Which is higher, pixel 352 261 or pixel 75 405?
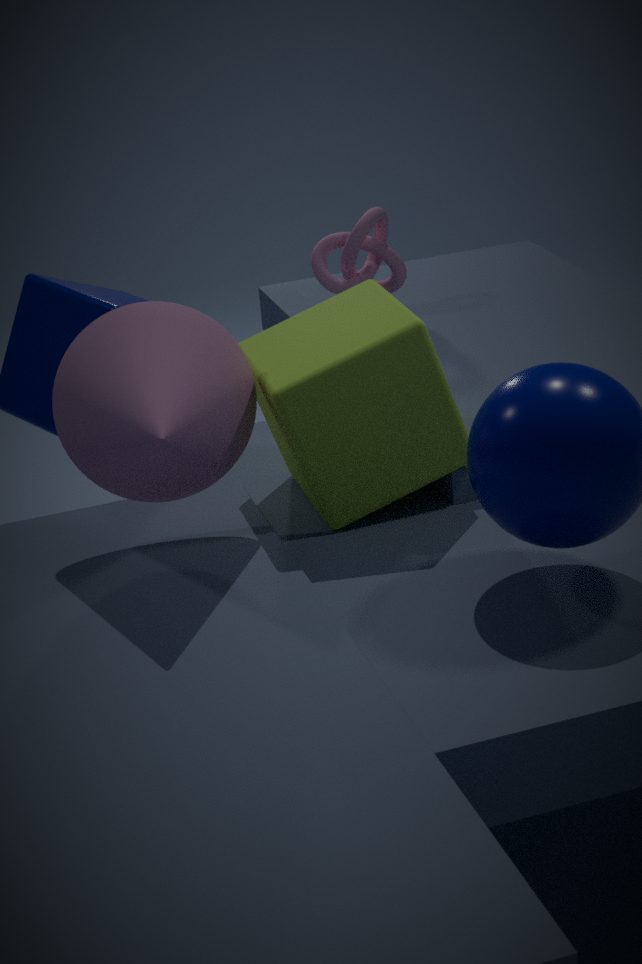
pixel 75 405
